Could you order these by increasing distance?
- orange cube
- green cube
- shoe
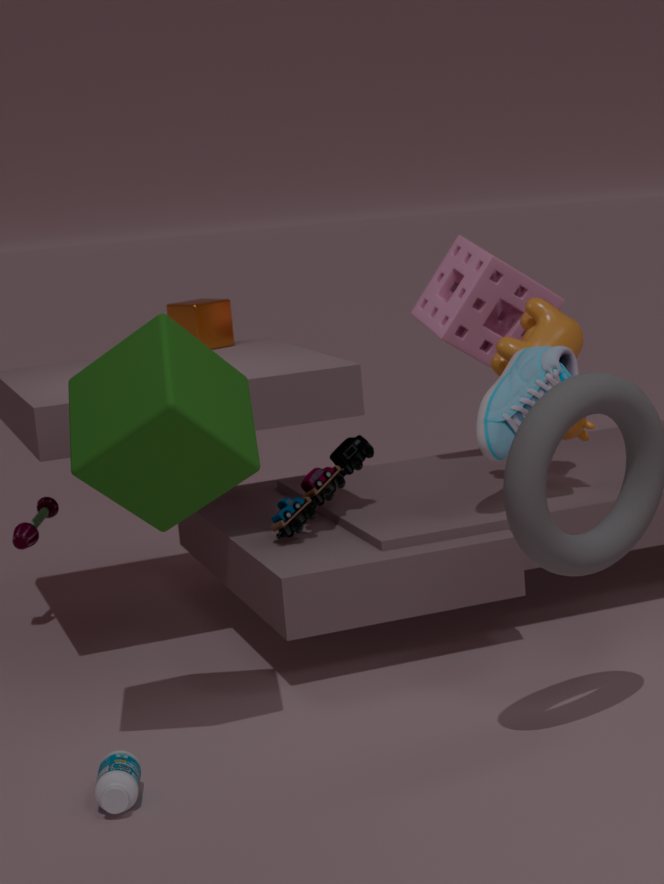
1. green cube
2. shoe
3. orange cube
